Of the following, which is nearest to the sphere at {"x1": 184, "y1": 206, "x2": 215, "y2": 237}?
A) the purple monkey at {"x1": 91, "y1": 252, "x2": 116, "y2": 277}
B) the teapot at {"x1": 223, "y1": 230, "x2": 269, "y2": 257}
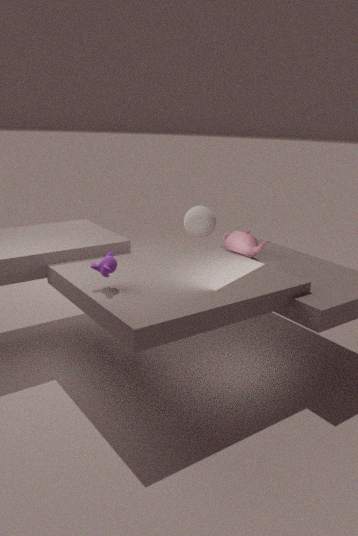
the teapot at {"x1": 223, "y1": 230, "x2": 269, "y2": 257}
